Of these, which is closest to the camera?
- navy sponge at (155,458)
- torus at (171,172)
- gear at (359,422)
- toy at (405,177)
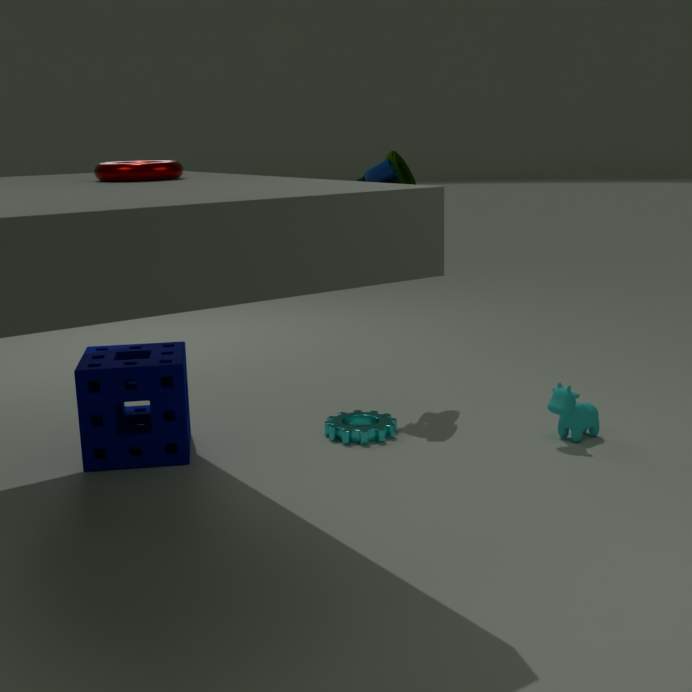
torus at (171,172)
